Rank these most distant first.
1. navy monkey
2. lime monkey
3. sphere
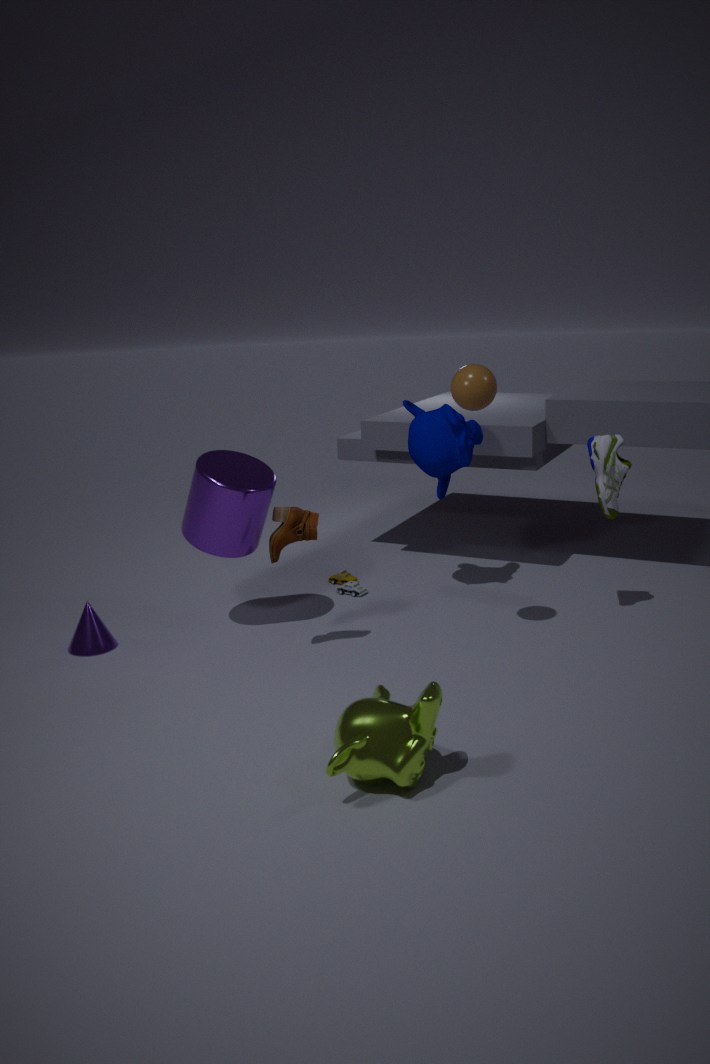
navy monkey → sphere → lime monkey
